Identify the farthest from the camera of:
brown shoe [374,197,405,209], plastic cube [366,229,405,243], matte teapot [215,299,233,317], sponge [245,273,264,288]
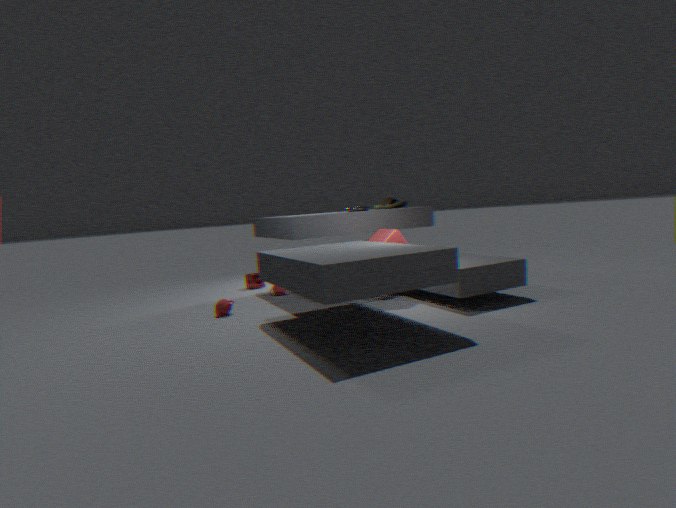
sponge [245,273,264,288]
